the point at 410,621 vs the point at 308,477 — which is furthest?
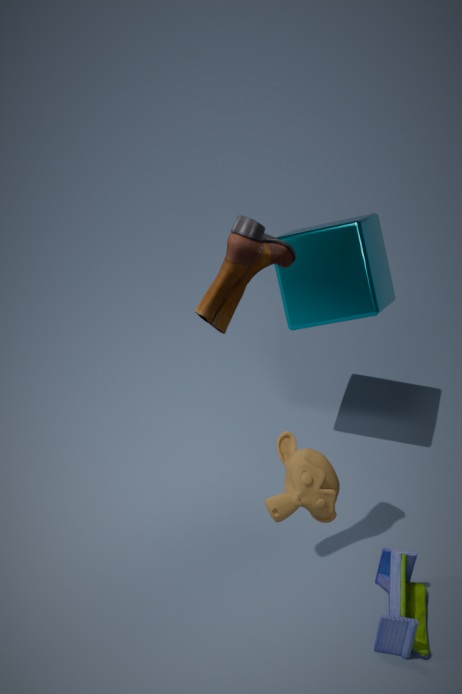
the point at 410,621
